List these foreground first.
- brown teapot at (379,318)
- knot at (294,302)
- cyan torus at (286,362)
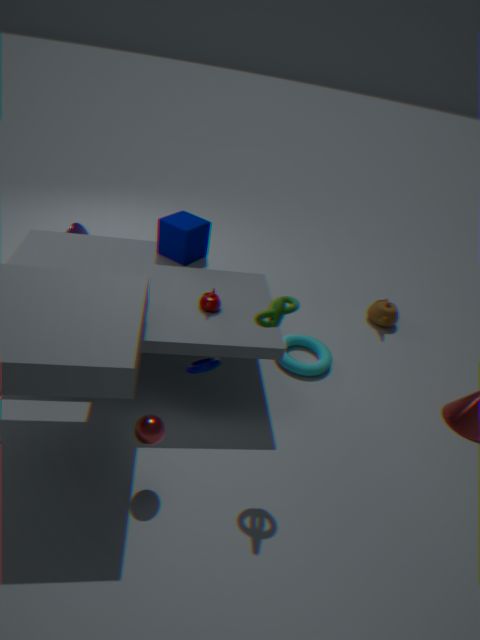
1. knot at (294,302)
2. cyan torus at (286,362)
3. brown teapot at (379,318)
